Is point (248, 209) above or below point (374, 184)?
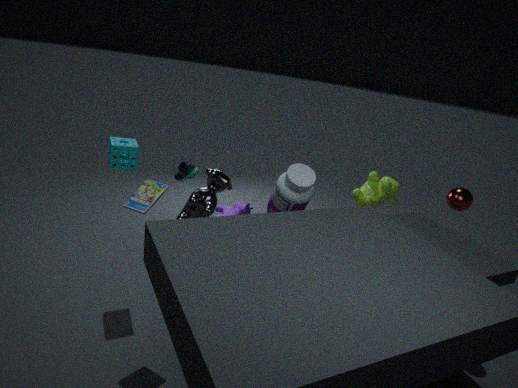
below
